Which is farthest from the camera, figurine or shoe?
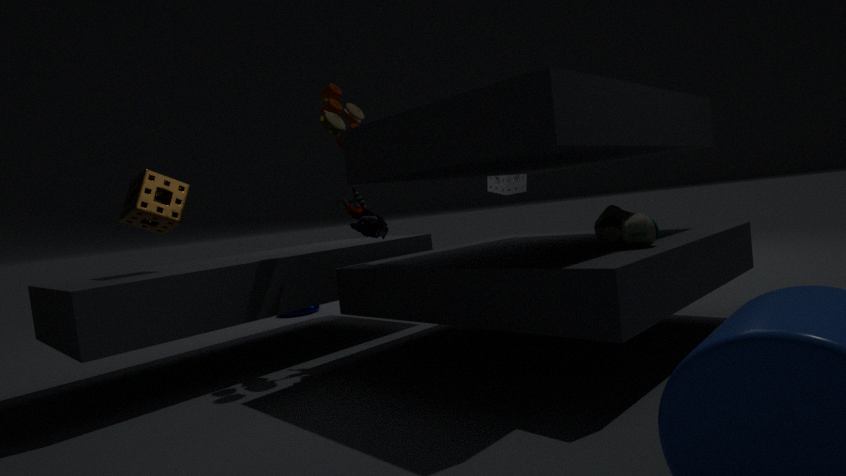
figurine
